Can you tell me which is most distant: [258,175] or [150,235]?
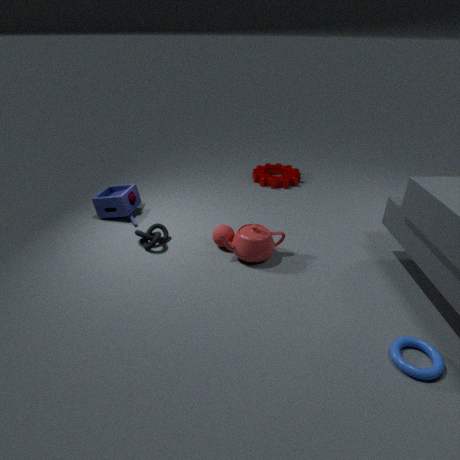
[258,175]
